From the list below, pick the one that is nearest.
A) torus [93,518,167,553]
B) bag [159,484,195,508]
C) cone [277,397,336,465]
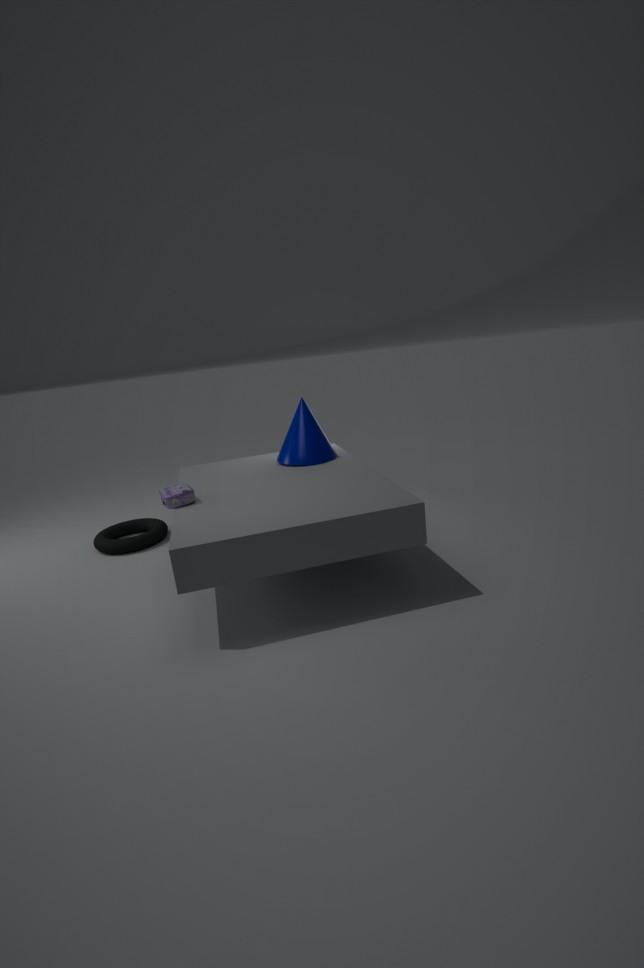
bag [159,484,195,508]
